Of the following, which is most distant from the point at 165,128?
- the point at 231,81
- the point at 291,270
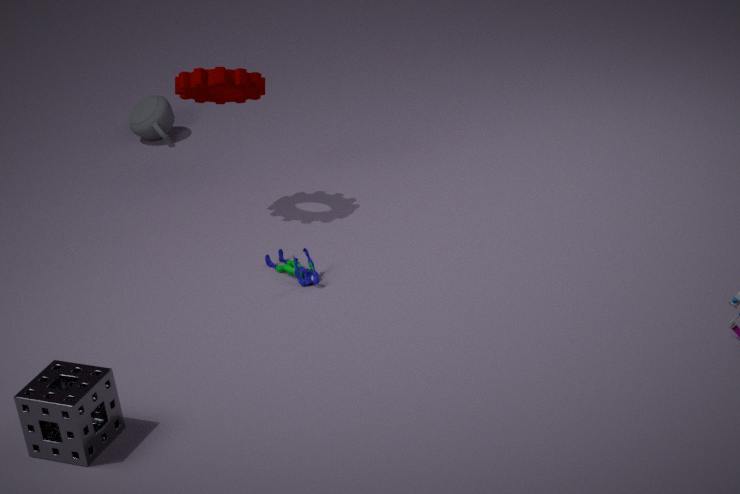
the point at 291,270
